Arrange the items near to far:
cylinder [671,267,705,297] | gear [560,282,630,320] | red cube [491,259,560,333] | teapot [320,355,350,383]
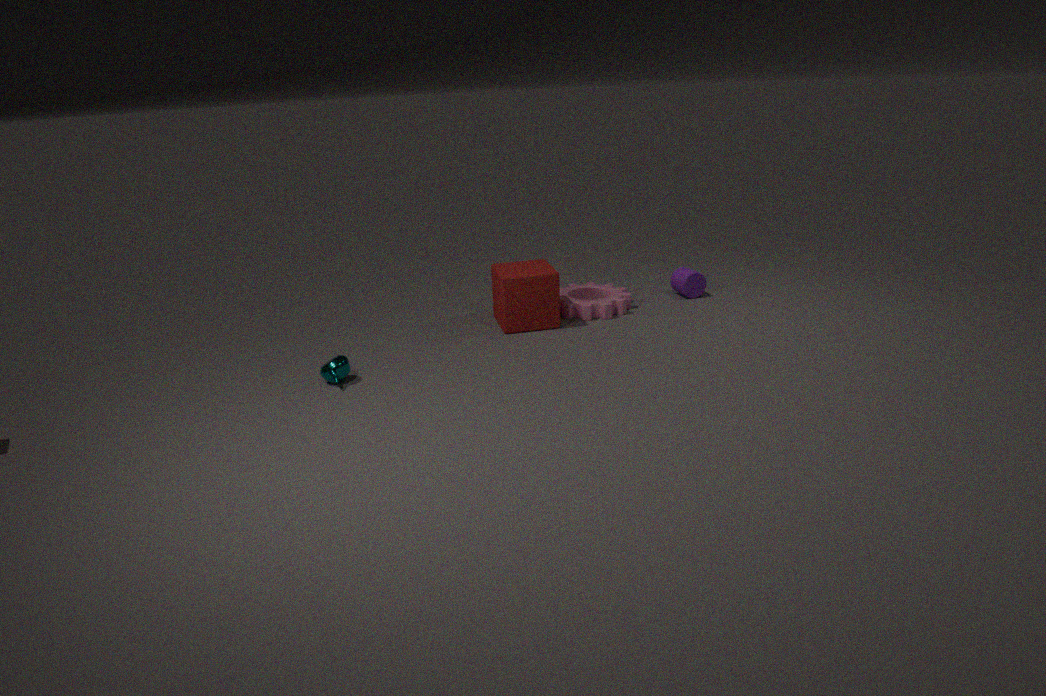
teapot [320,355,350,383], red cube [491,259,560,333], gear [560,282,630,320], cylinder [671,267,705,297]
